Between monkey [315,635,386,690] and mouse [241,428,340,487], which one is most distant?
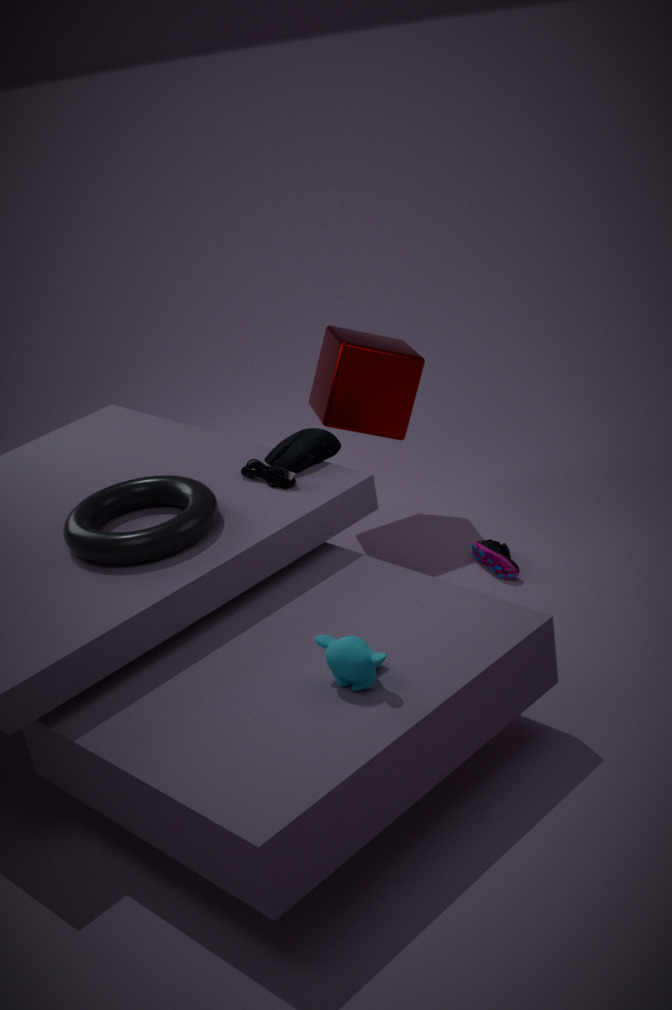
mouse [241,428,340,487]
